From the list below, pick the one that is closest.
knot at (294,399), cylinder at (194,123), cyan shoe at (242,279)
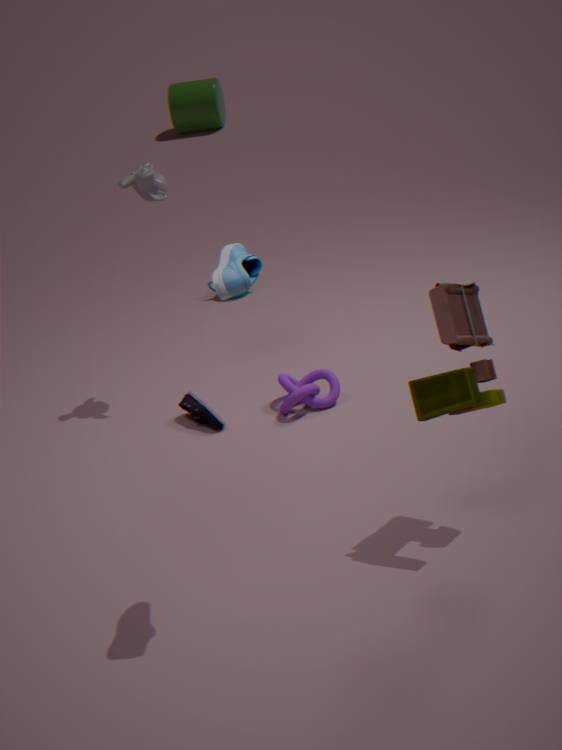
cyan shoe at (242,279)
